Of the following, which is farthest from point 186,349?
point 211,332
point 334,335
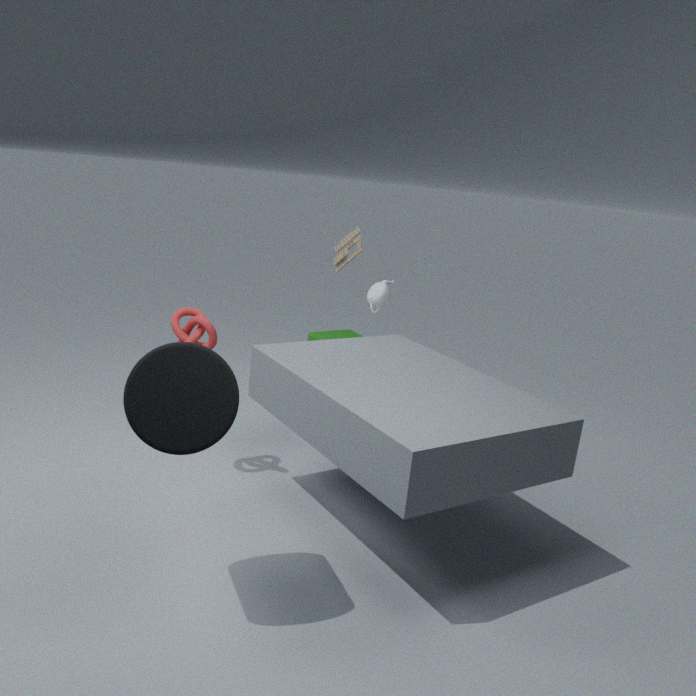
point 334,335
